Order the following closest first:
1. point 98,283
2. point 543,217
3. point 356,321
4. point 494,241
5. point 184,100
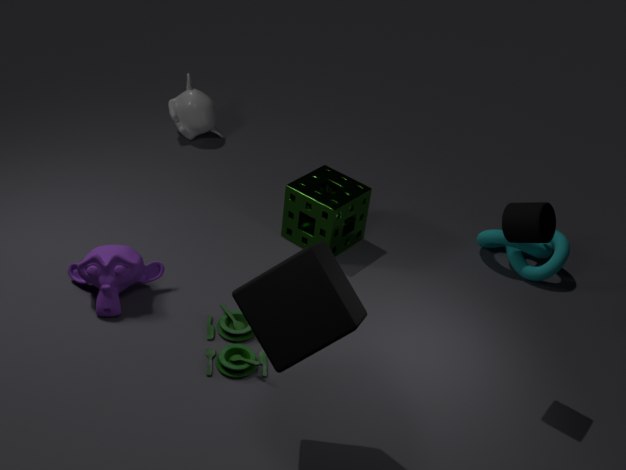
point 356,321
point 543,217
point 98,283
point 494,241
point 184,100
